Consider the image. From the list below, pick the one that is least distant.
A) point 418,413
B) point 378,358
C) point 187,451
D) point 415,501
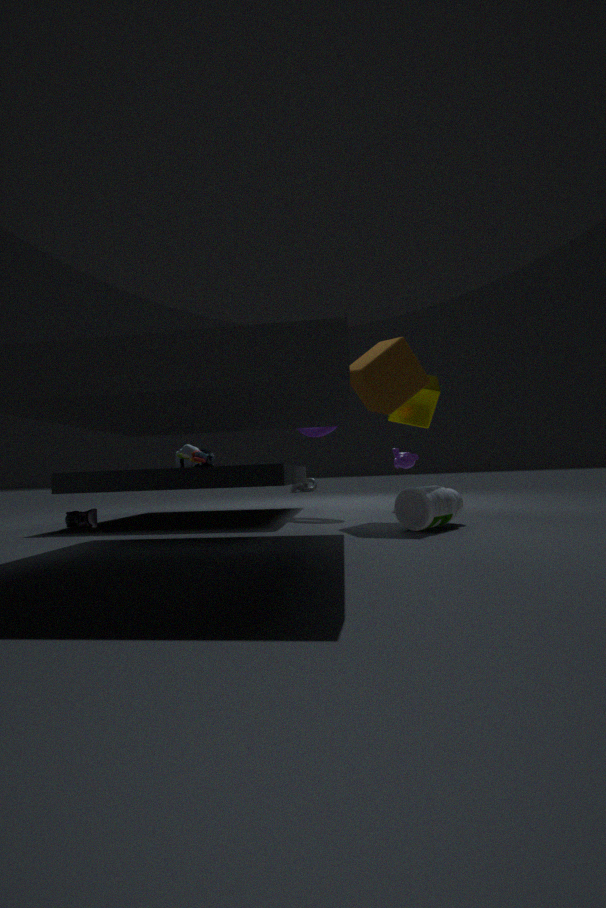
point 415,501
